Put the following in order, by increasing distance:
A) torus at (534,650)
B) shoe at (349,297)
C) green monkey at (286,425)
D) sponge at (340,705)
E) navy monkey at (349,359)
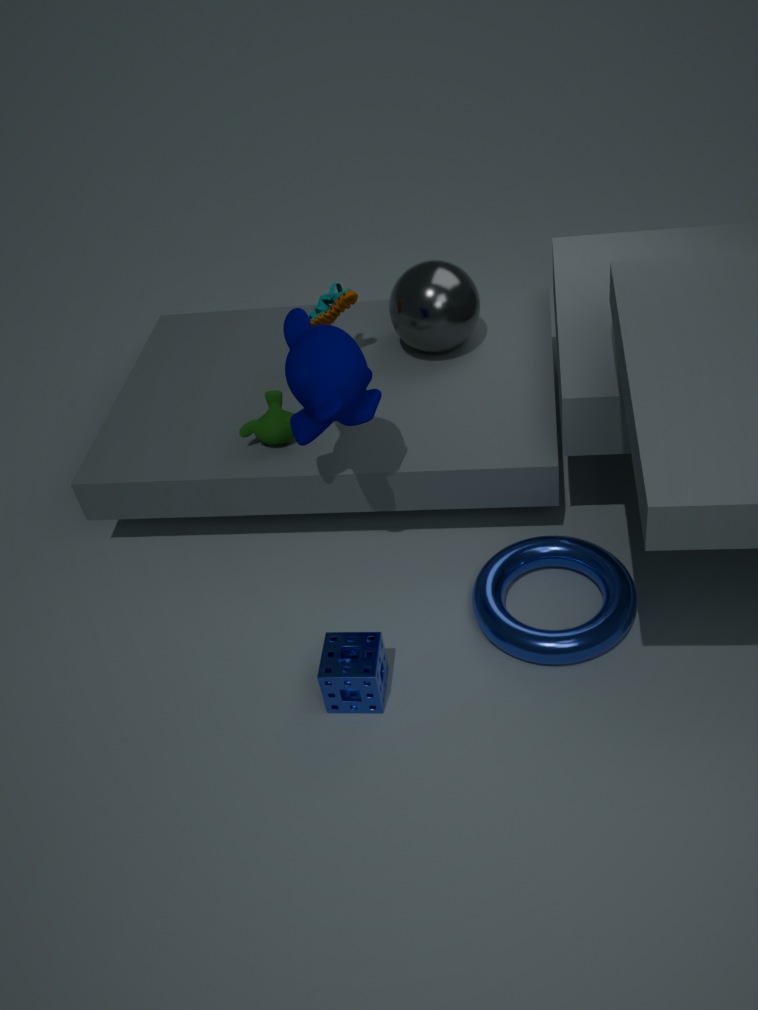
navy monkey at (349,359) < sponge at (340,705) < torus at (534,650) < green monkey at (286,425) < shoe at (349,297)
